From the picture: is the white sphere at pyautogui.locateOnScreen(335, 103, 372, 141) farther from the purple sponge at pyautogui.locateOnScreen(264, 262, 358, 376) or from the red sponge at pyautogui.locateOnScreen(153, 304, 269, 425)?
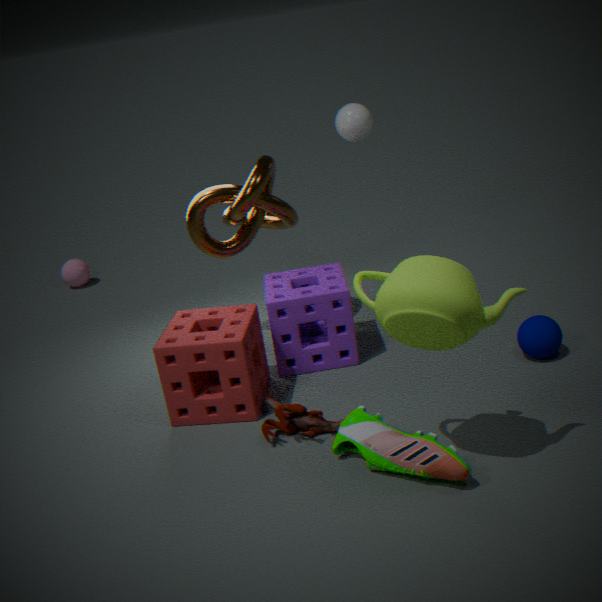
the red sponge at pyautogui.locateOnScreen(153, 304, 269, 425)
